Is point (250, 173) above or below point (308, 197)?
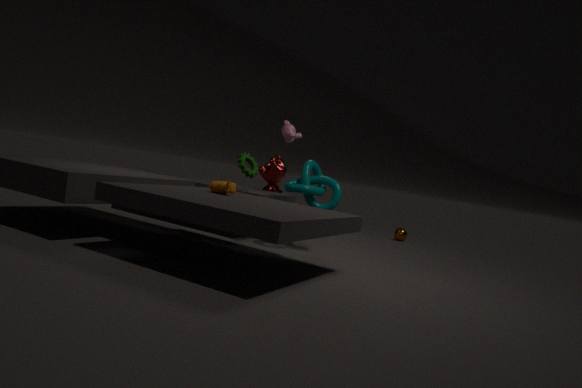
above
